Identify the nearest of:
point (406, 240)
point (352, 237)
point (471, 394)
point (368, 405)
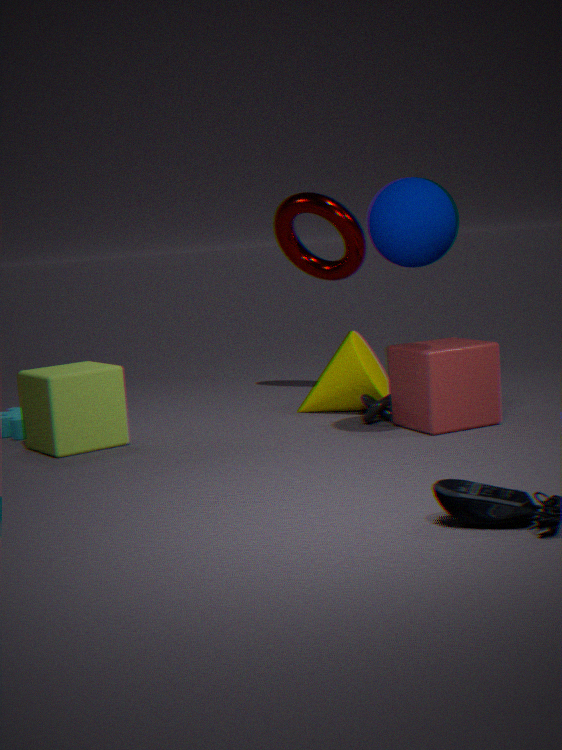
point (406, 240)
